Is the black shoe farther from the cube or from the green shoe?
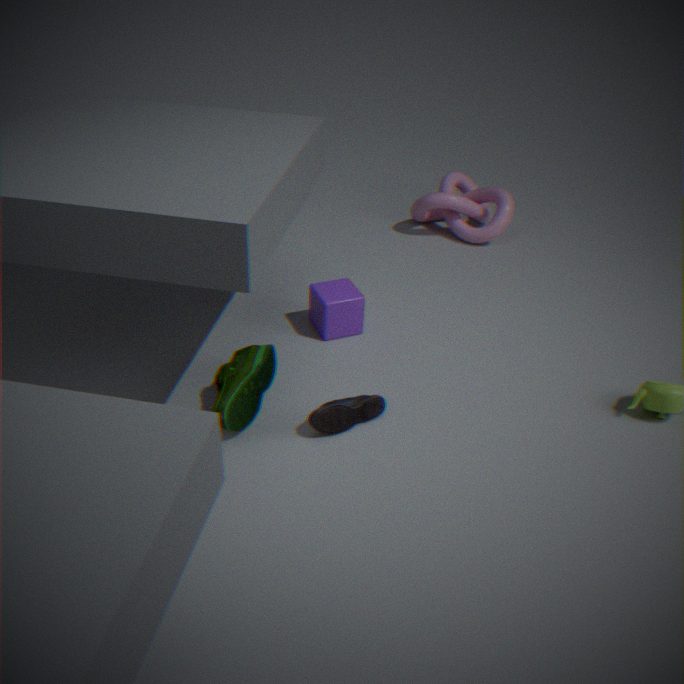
the cube
